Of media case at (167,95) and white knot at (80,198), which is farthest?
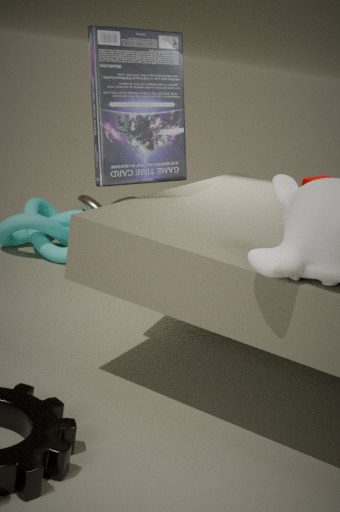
white knot at (80,198)
